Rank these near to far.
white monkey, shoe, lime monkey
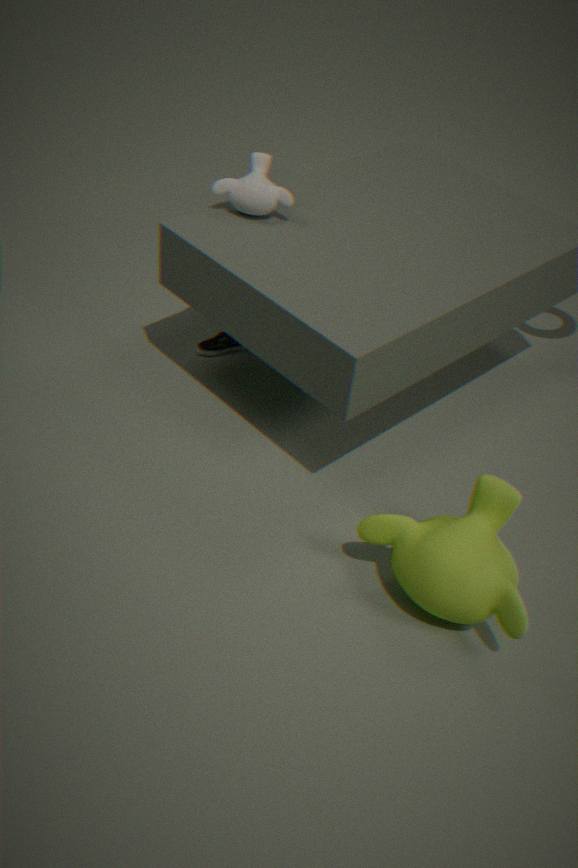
1. lime monkey
2. white monkey
3. shoe
